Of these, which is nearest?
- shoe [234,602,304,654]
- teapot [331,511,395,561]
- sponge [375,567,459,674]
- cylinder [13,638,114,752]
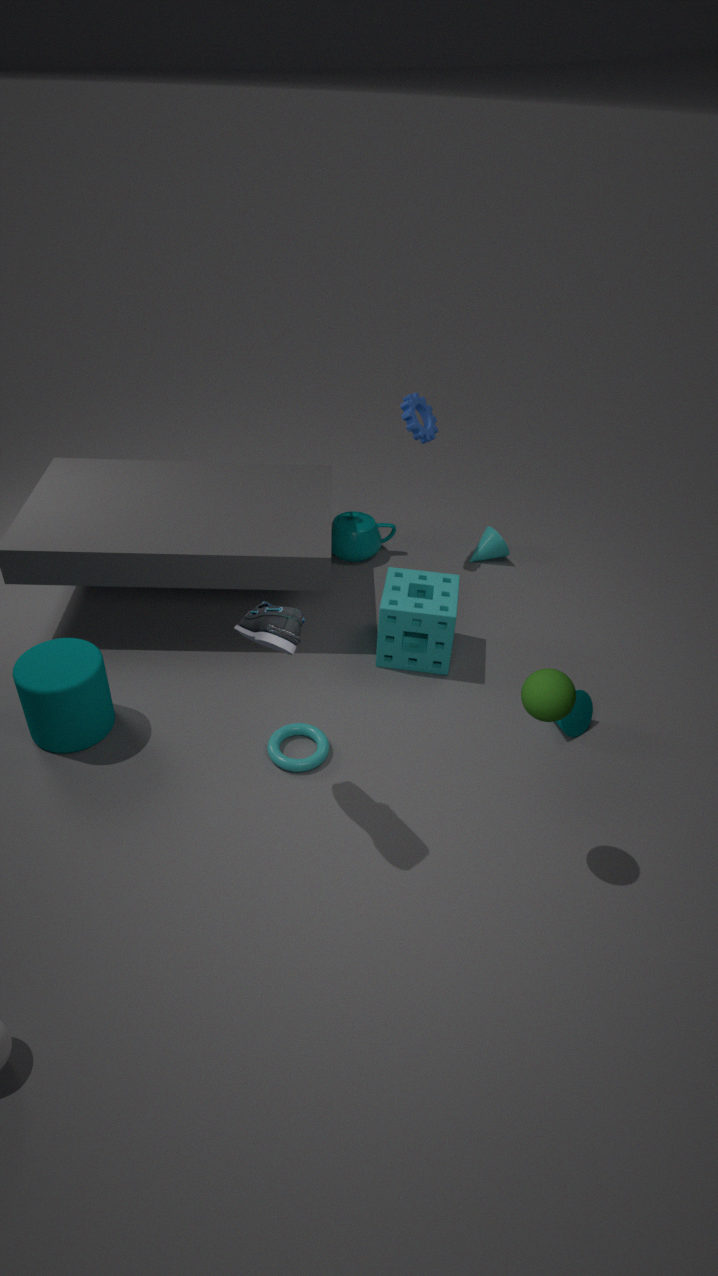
shoe [234,602,304,654]
